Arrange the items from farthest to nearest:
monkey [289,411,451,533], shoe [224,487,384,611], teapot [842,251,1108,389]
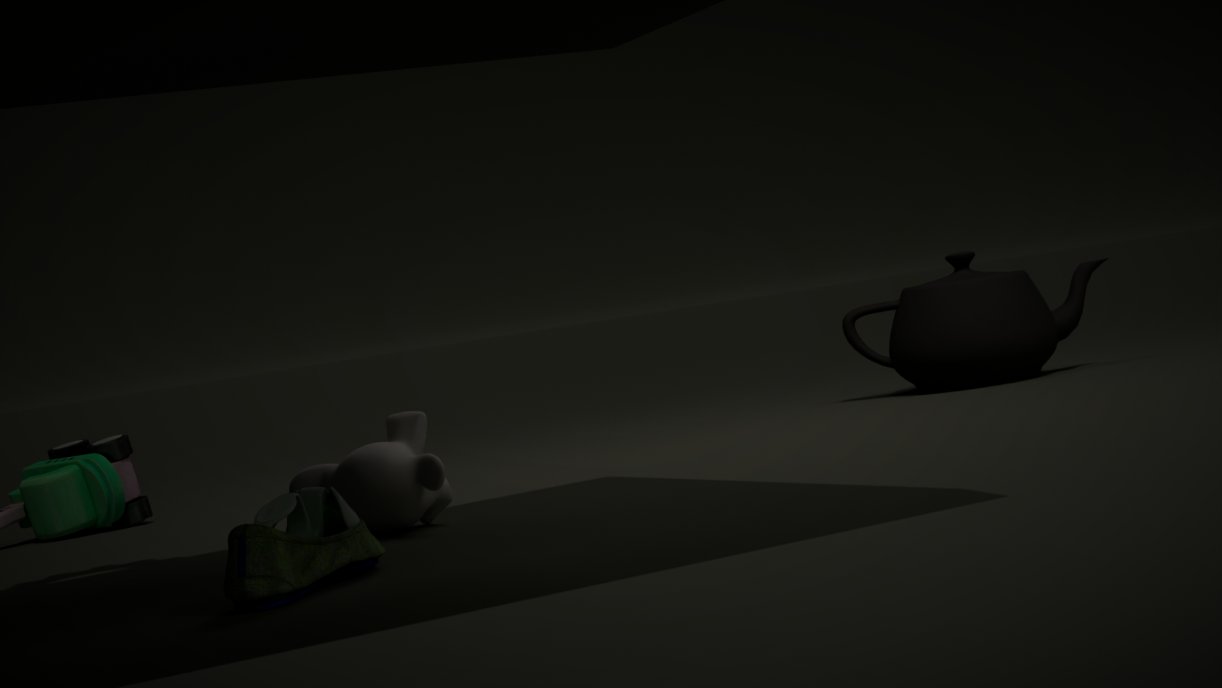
teapot [842,251,1108,389] < monkey [289,411,451,533] < shoe [224,487,384,611]
